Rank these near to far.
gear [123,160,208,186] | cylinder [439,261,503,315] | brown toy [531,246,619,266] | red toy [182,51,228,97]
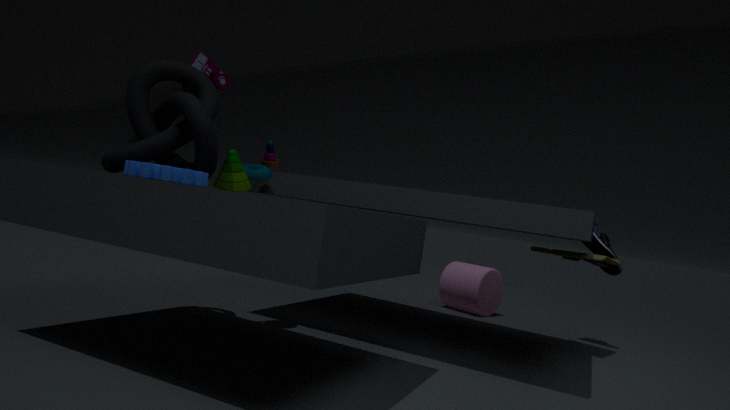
gear [123,160,208,186] → red toy [182,51,228,97] → brown toy [531,246,619,266] → cylinder [439,261,503,315]
